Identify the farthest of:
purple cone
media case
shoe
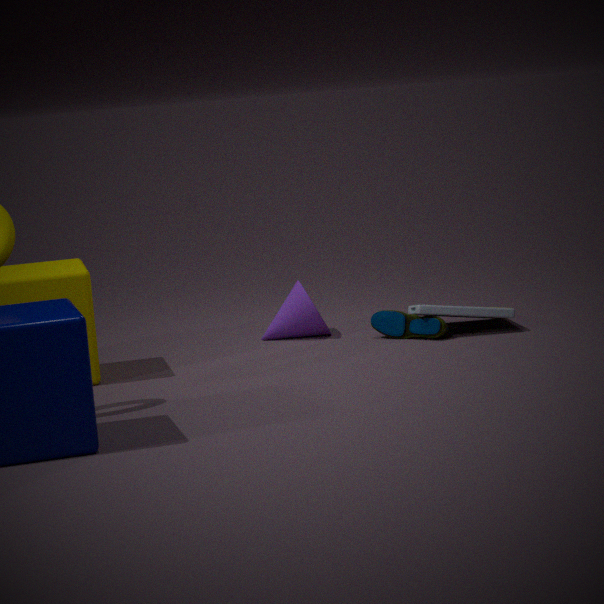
purple cone
